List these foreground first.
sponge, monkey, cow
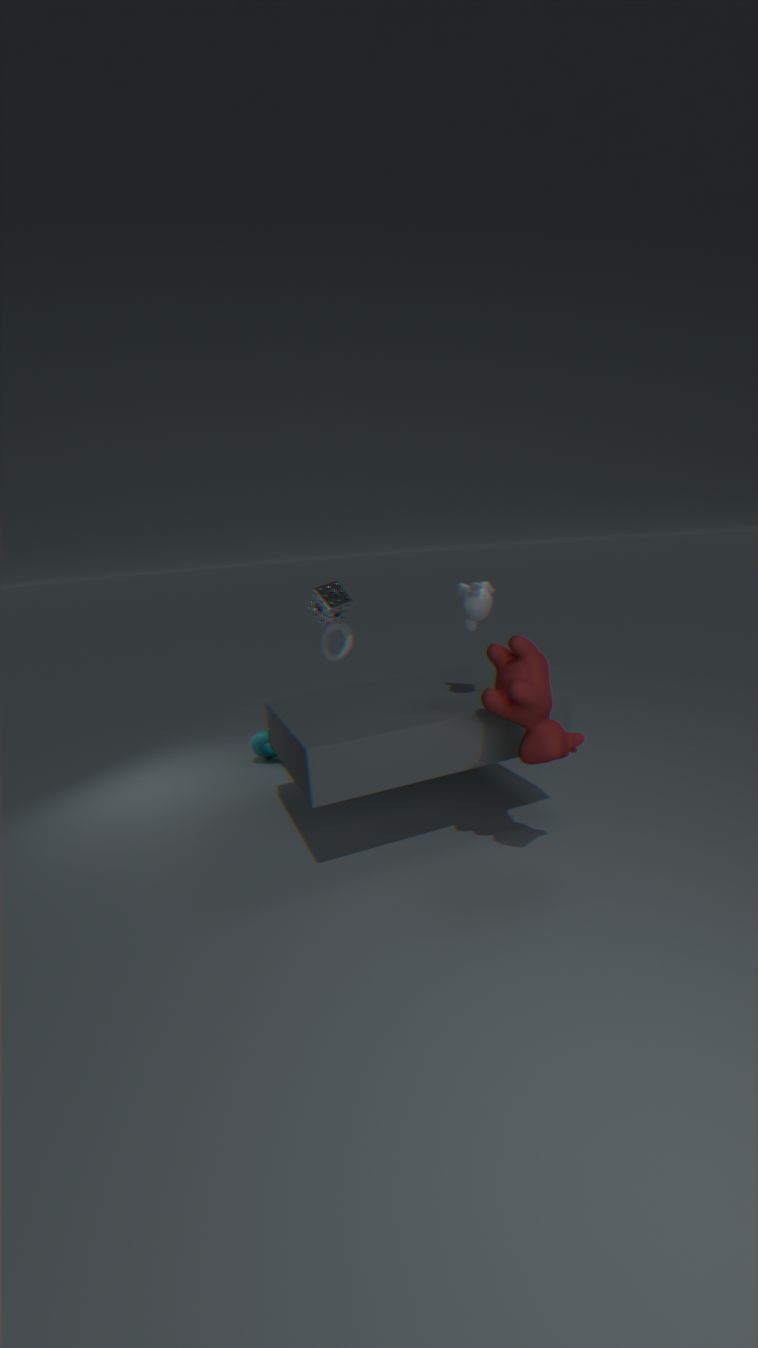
cow < monkey < sponge
